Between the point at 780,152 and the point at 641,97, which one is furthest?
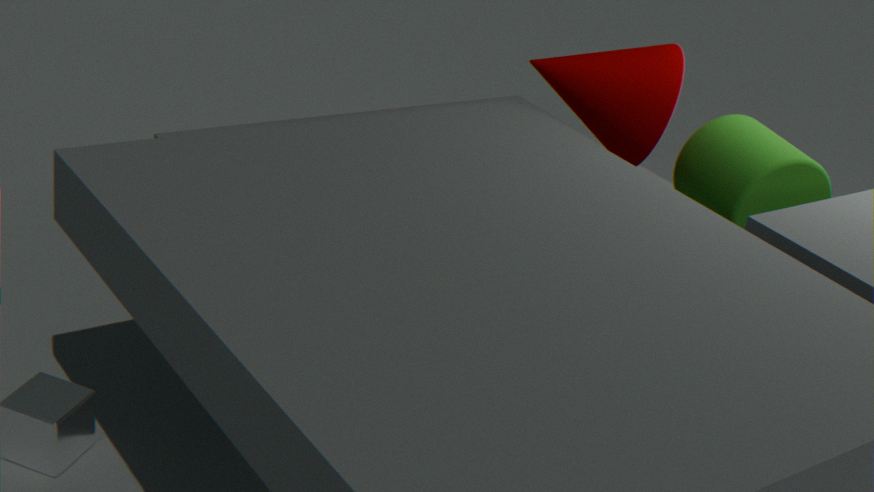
the point at 641,97
